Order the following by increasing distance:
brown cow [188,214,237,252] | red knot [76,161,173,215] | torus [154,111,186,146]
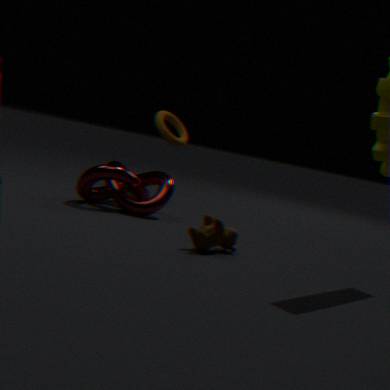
brown cow [188,214,237,252], red knot [76,161,173,215], torus [154,111,186,146]
